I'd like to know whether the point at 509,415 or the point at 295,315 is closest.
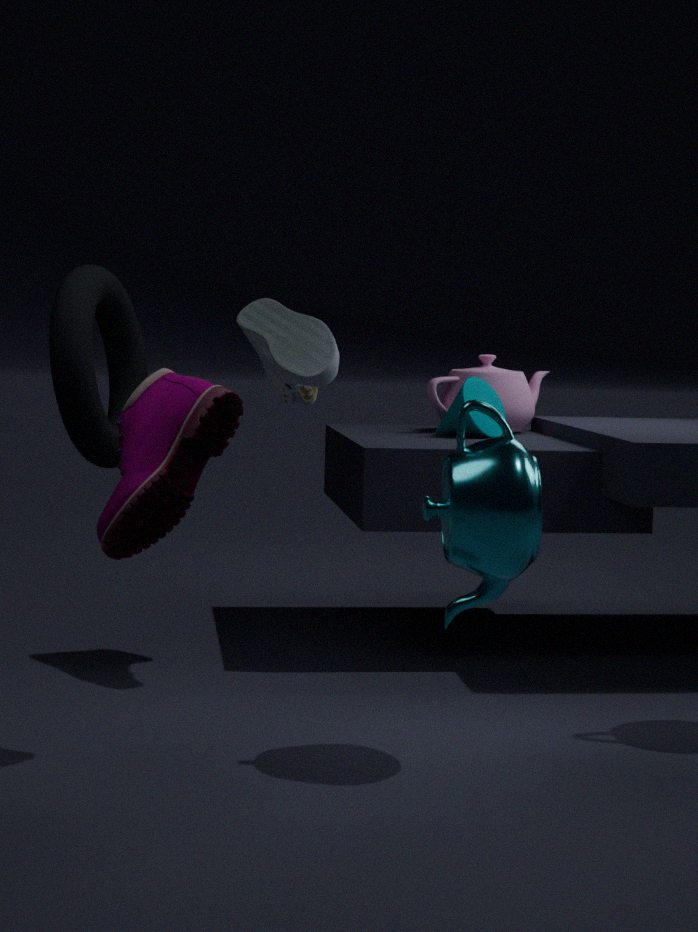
the point at 295,315
